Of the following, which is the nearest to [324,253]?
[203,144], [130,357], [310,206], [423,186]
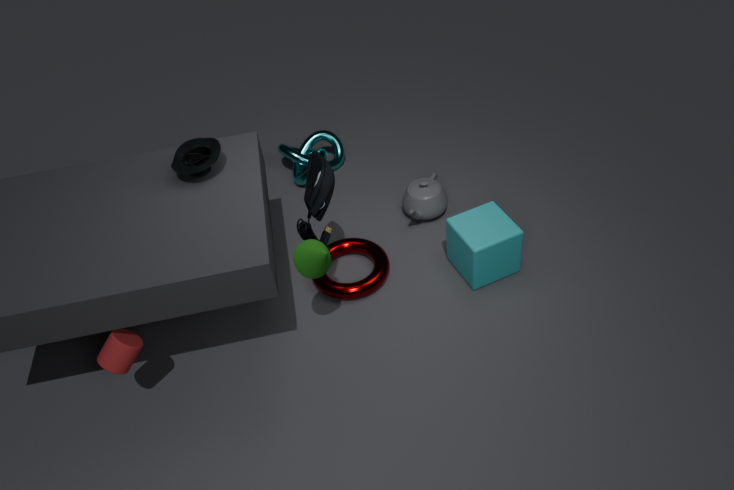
[310,206]
